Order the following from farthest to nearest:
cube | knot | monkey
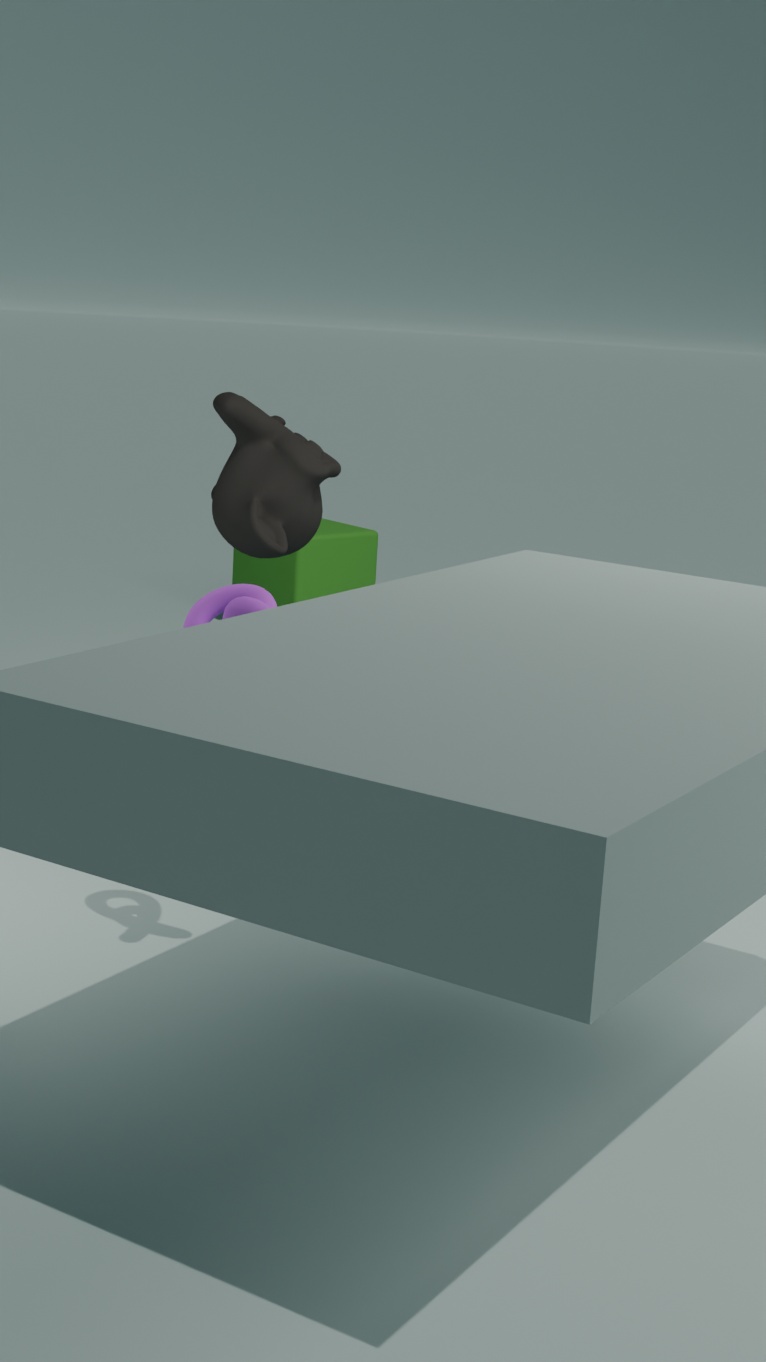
cube < monkey < knot
